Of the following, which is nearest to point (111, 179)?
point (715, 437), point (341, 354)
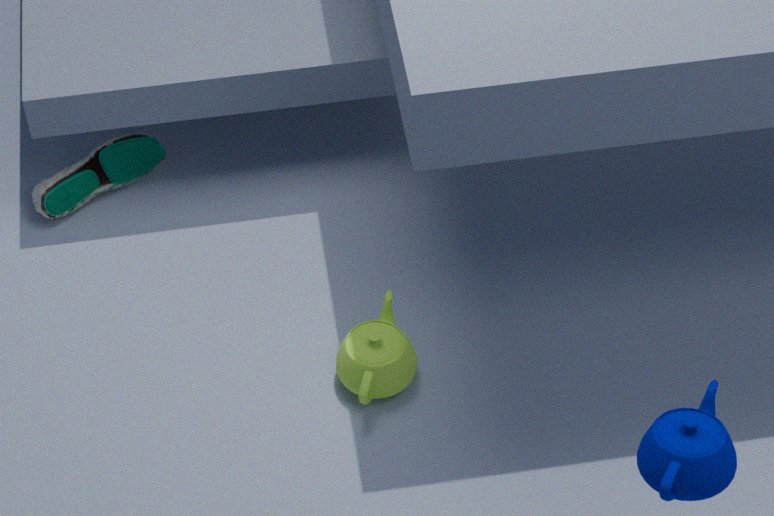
point (341, 354)
